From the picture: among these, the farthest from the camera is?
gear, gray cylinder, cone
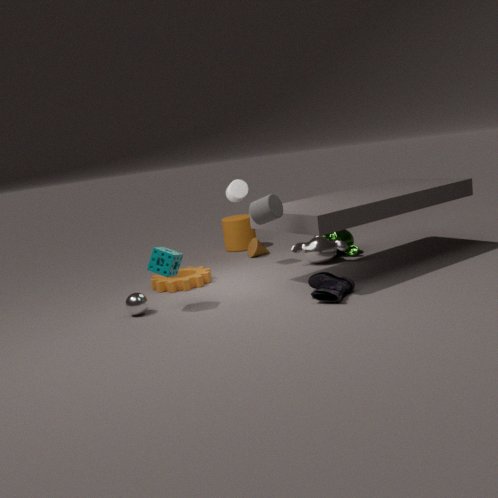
cone
